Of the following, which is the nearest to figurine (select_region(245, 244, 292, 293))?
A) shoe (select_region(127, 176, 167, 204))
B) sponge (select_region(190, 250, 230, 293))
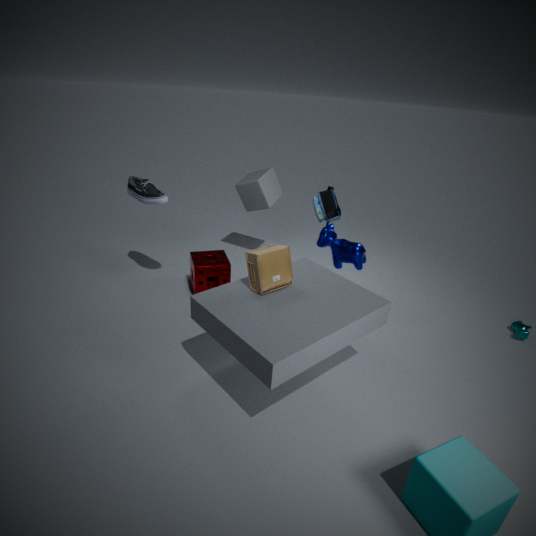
sponge (select_region(190, 250, 230, 293))
